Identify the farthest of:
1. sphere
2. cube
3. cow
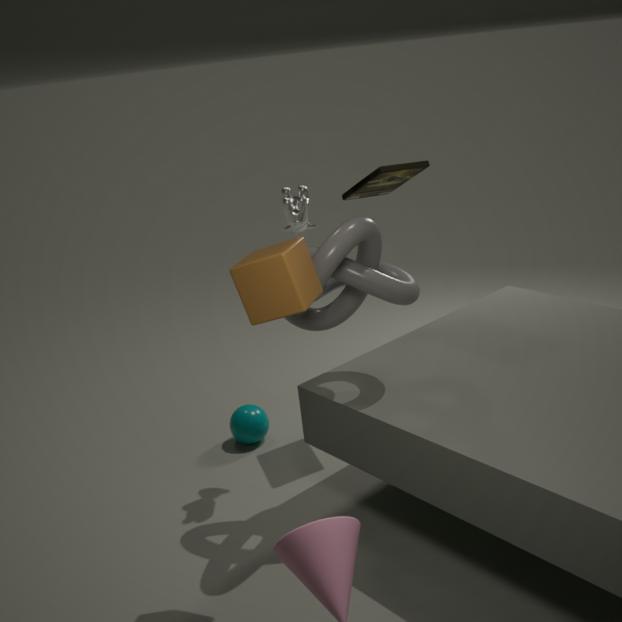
sphere
